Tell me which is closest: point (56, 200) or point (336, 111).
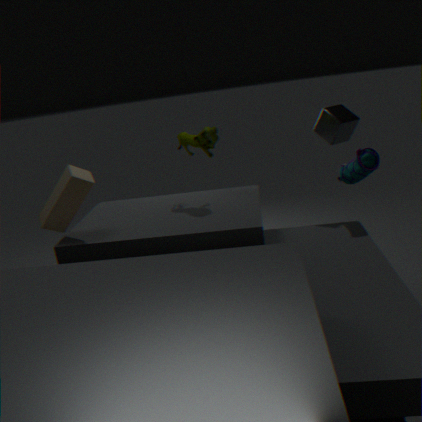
point (56, 200)
